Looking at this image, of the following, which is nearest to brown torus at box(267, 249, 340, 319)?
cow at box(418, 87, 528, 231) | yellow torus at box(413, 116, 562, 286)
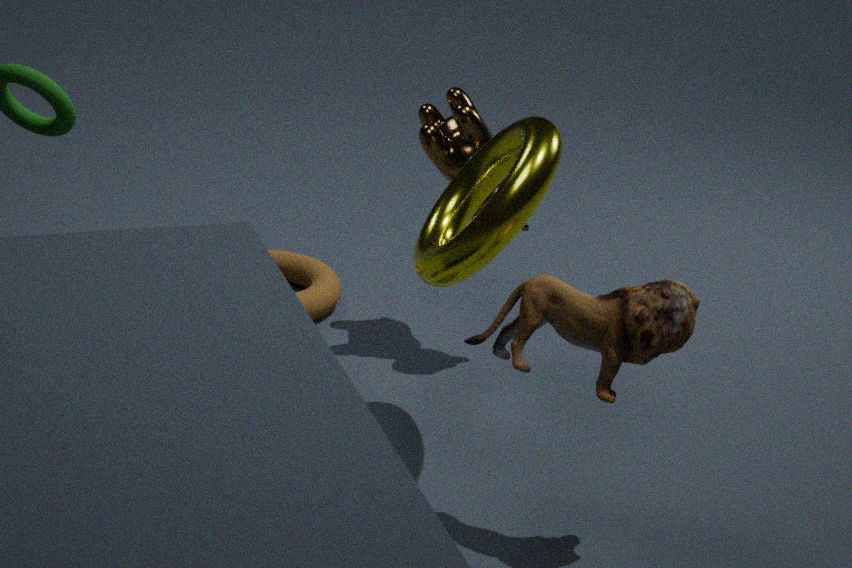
cow at box(418, 87, 528, 231)
